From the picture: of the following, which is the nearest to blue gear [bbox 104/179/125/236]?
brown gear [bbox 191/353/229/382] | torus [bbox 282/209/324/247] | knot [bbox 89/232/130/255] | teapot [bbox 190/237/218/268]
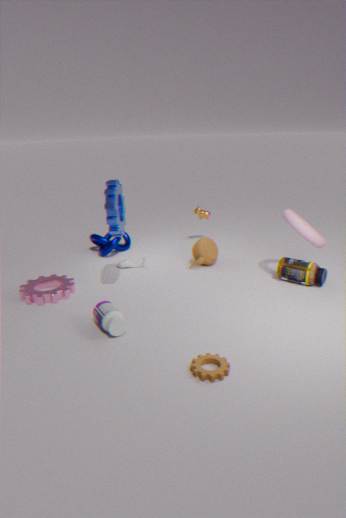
knot [bbox 89/232/130/255]
